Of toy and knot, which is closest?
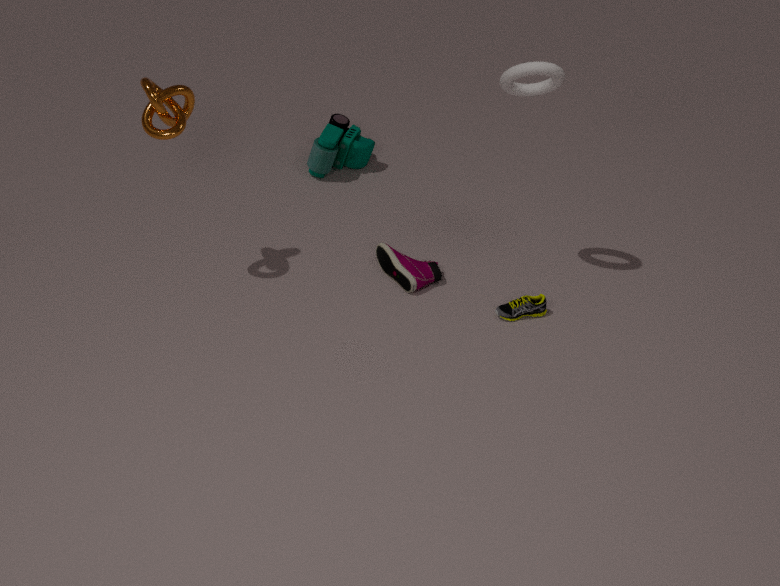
knot
